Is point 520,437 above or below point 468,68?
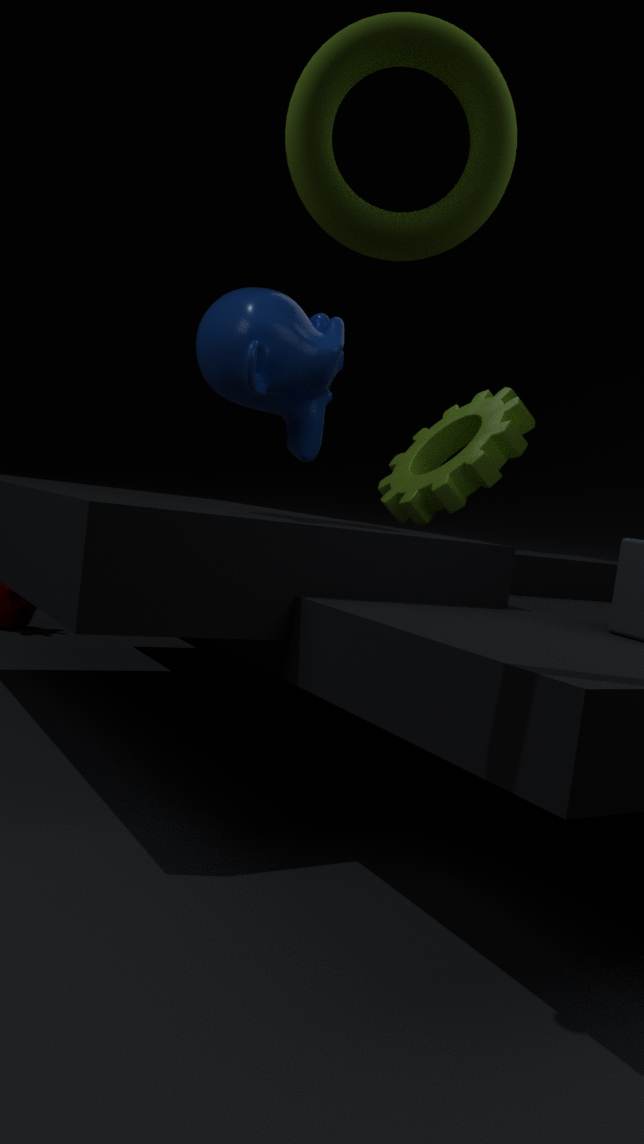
below
